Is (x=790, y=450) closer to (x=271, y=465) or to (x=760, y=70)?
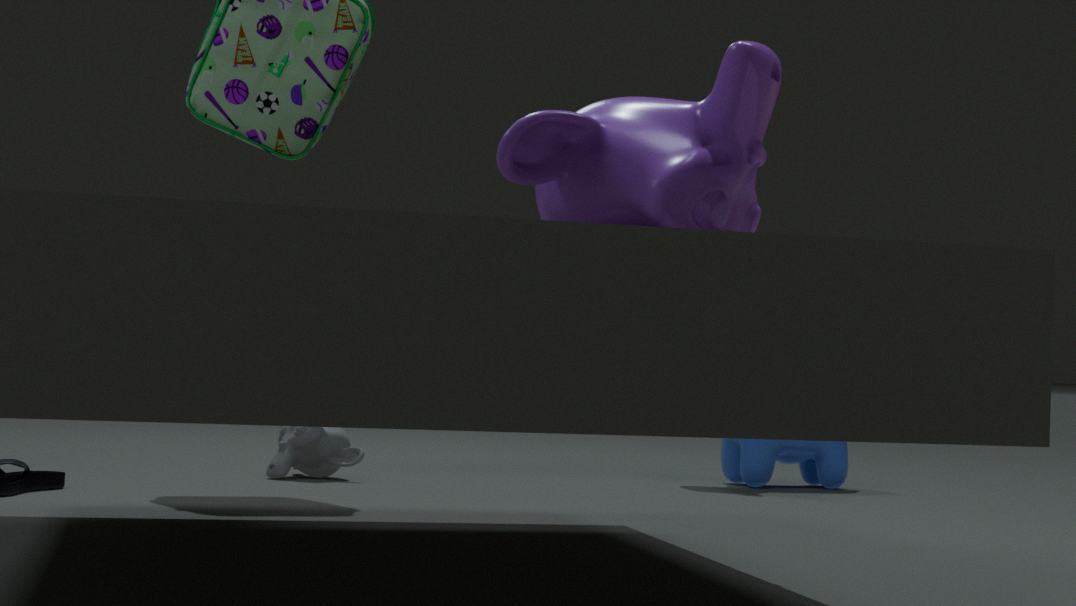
(x=271, y=465)
